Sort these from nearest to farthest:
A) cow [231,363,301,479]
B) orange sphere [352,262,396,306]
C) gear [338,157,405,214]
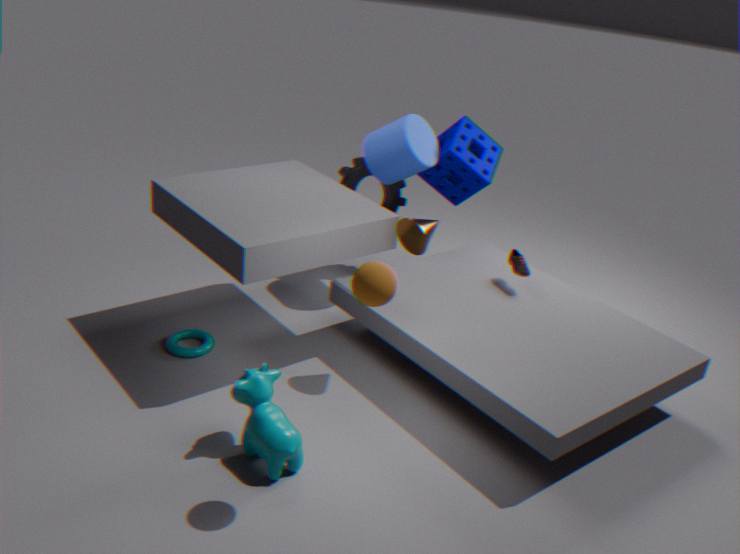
orange sphere [352,262,396,306] < cow [231,363,301,479] < gear [338,157,405,214]
